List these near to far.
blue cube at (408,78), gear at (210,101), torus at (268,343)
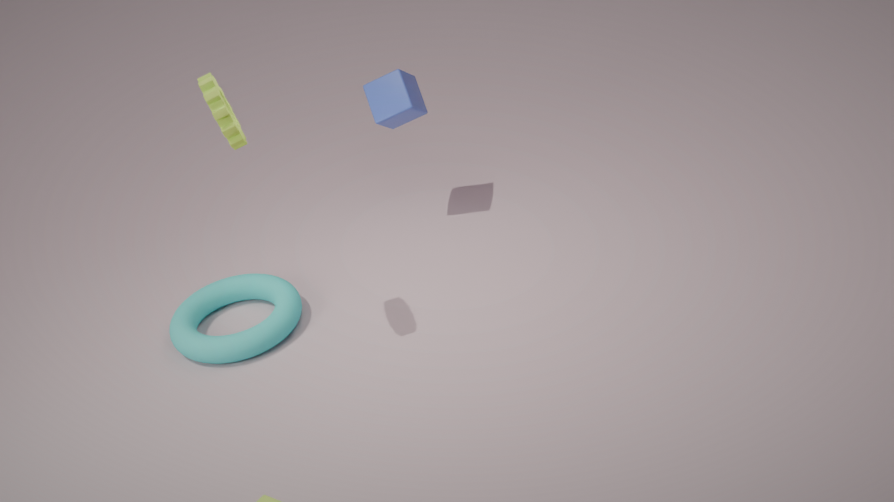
gear at (210,101), torus at (268,343), blue cube at (408,78)
